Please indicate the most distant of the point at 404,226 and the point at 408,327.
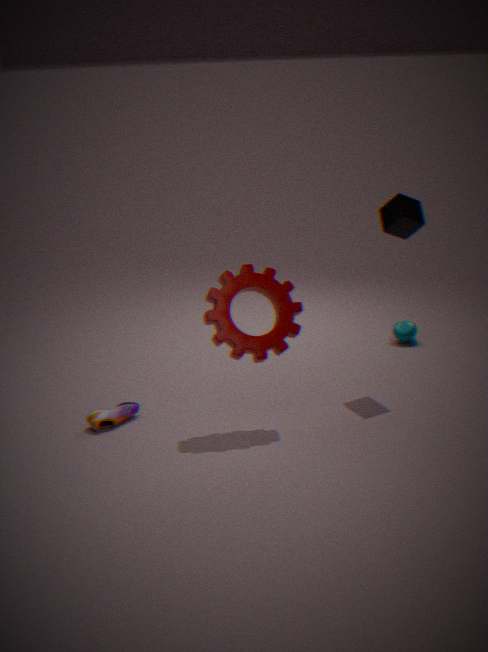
the point at 408,327
